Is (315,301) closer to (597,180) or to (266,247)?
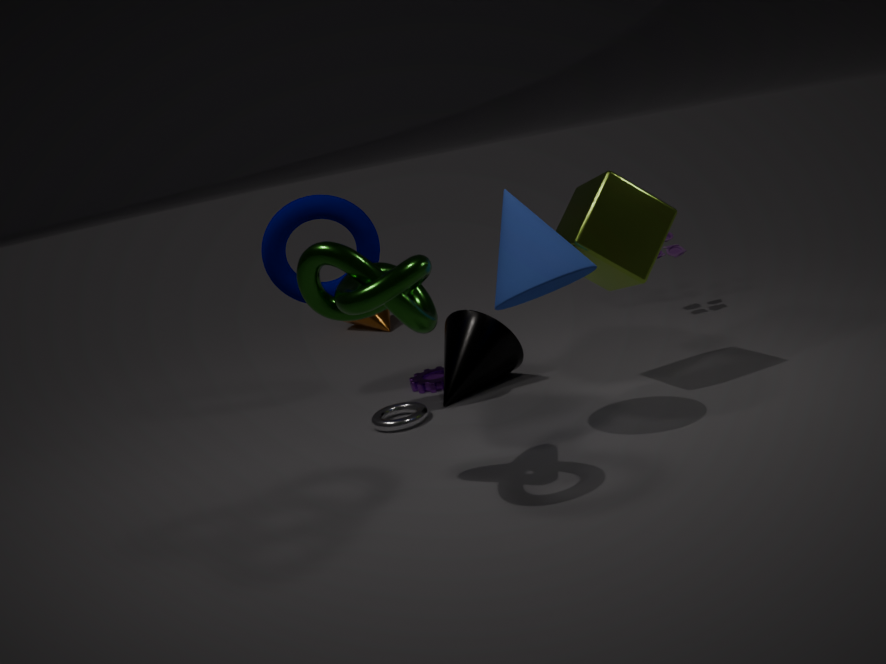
(266,247)
